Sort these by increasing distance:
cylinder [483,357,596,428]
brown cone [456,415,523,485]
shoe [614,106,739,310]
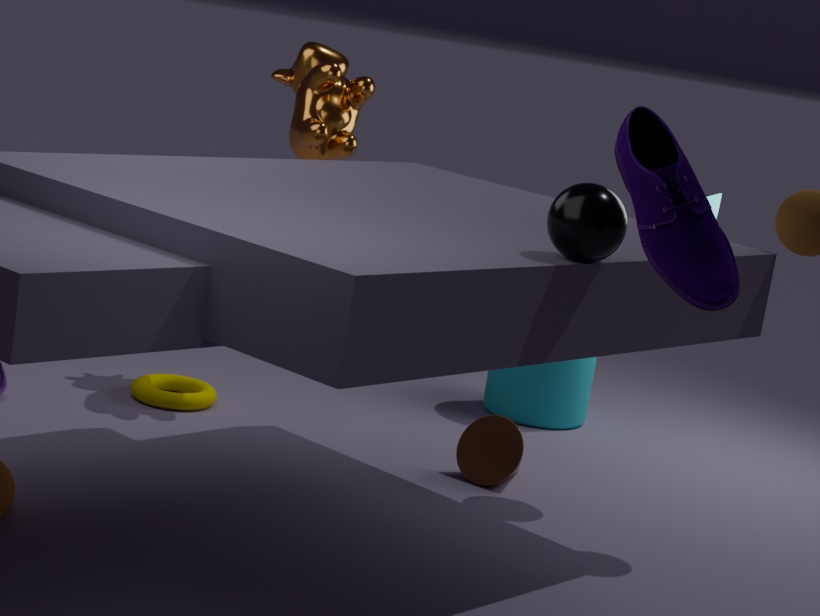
shoe [614,106,739,310], brown cone [456,415,523,485], cylinder [483,357,596,428]
